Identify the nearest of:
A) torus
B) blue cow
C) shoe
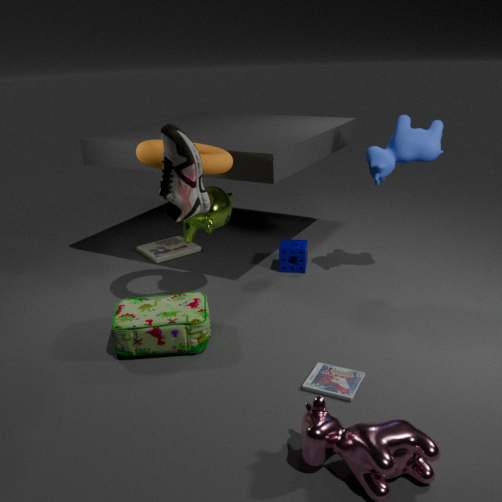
shoe
